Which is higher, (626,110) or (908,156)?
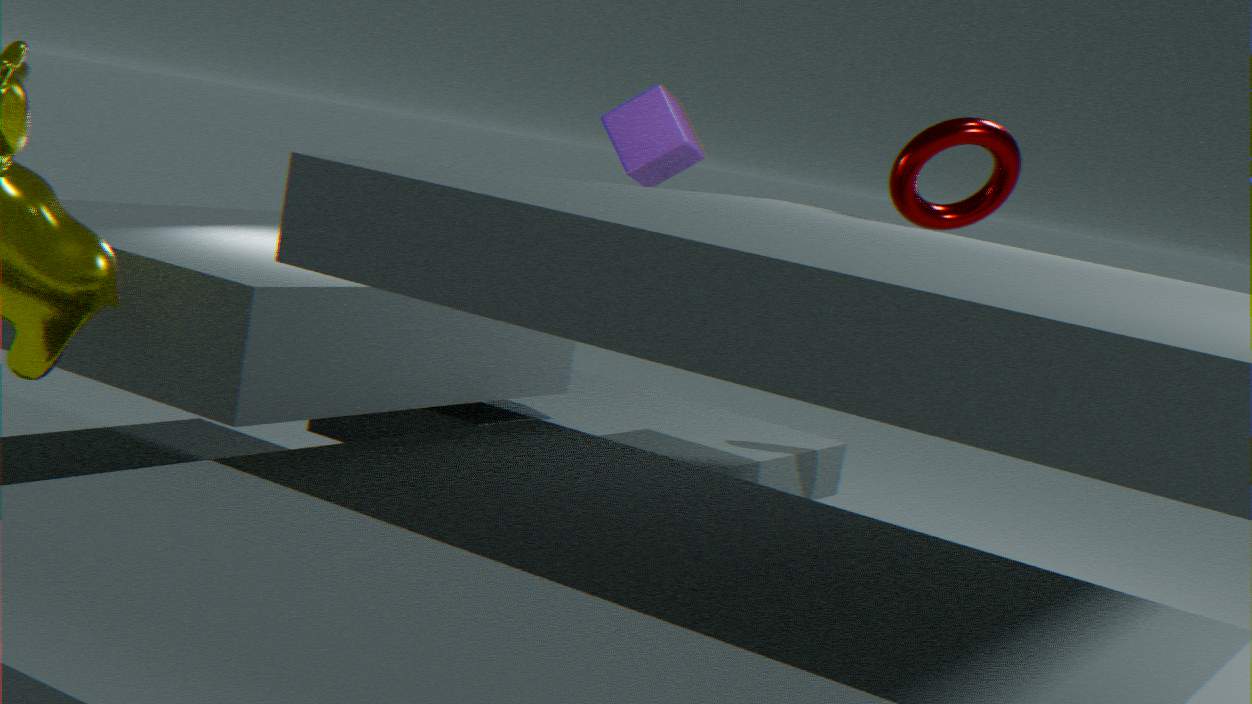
(908,156)
